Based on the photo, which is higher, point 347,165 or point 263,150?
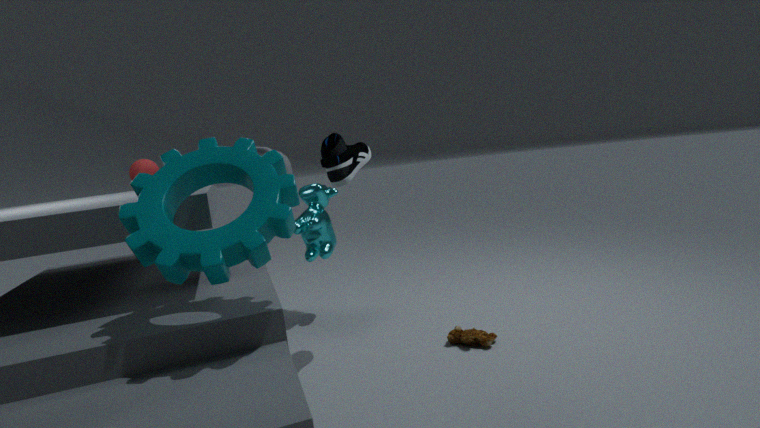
point 347,165
